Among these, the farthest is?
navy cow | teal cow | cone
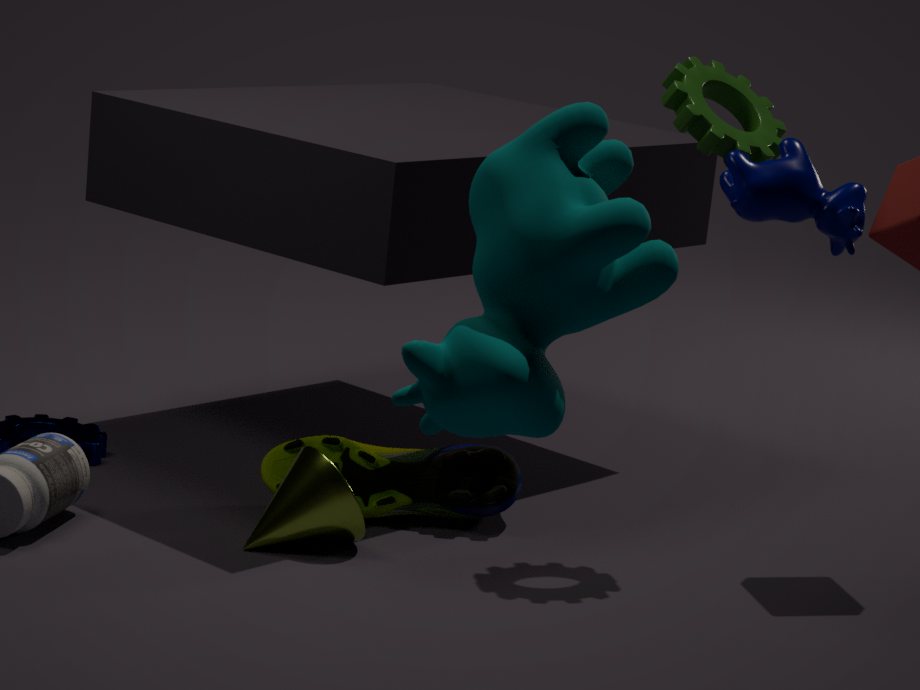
cone
